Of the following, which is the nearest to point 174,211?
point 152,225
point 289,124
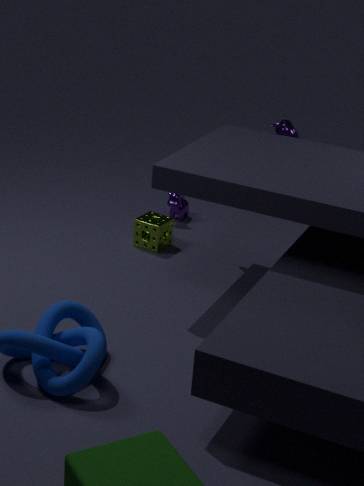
point 152,225
